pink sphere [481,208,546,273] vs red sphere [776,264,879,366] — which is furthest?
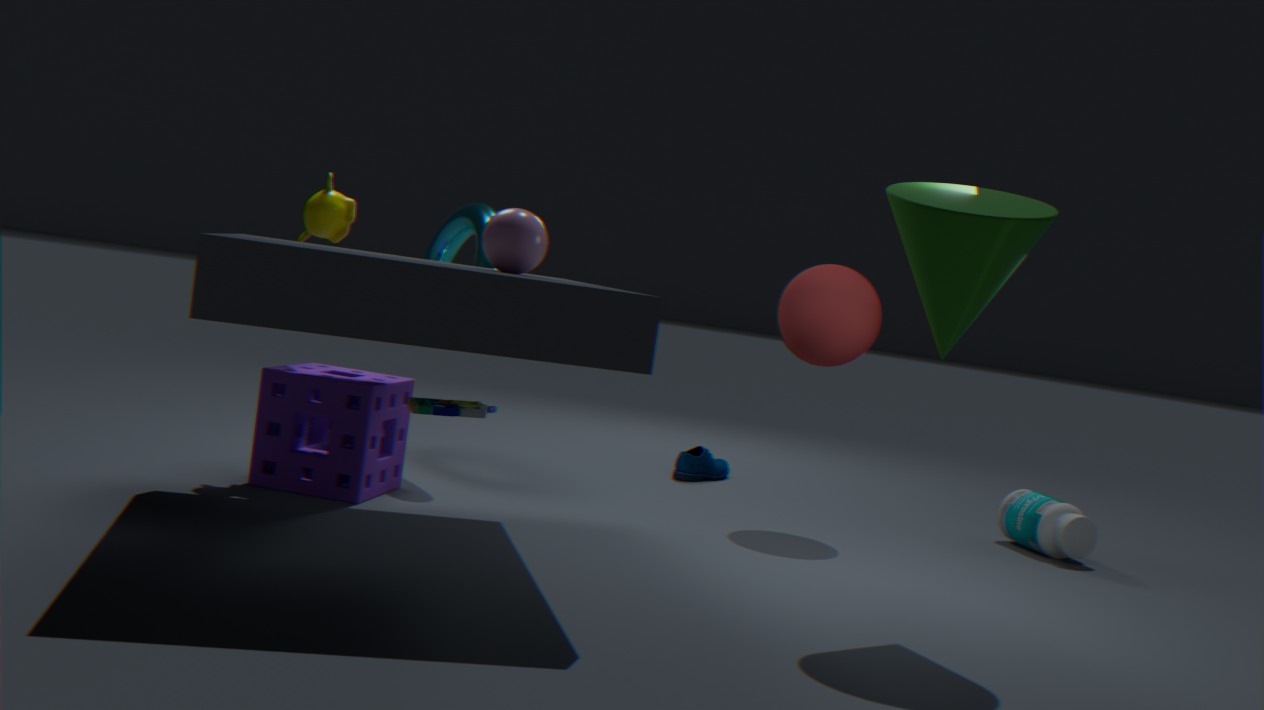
red sphere [776,264,879,366]
